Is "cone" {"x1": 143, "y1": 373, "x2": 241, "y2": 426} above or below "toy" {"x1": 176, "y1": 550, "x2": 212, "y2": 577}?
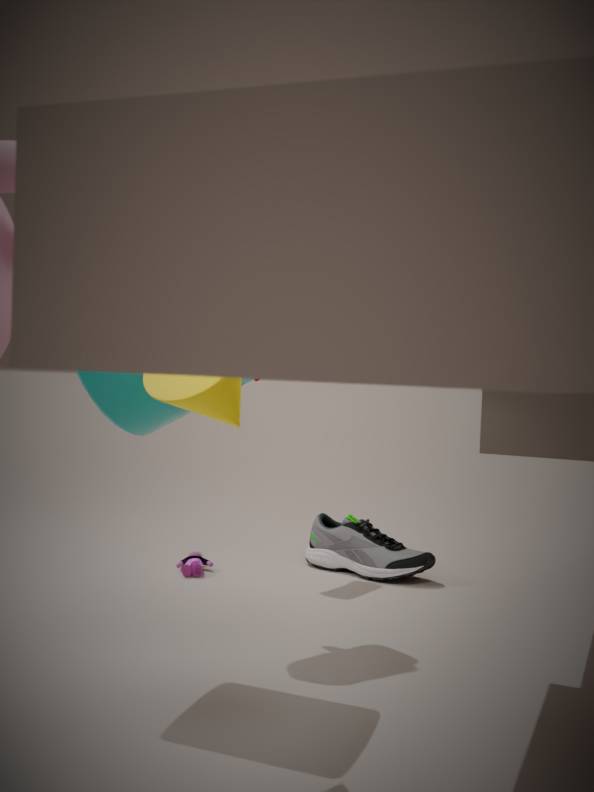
above
